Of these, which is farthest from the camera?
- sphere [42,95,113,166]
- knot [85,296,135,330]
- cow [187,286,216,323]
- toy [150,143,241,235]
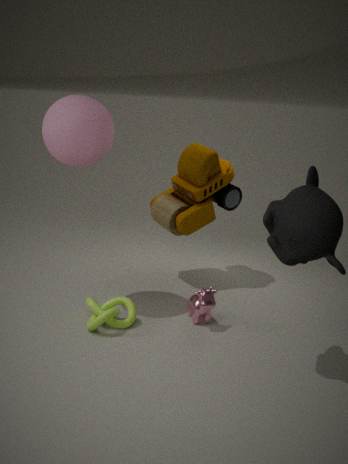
toy [150,143,241,235]
